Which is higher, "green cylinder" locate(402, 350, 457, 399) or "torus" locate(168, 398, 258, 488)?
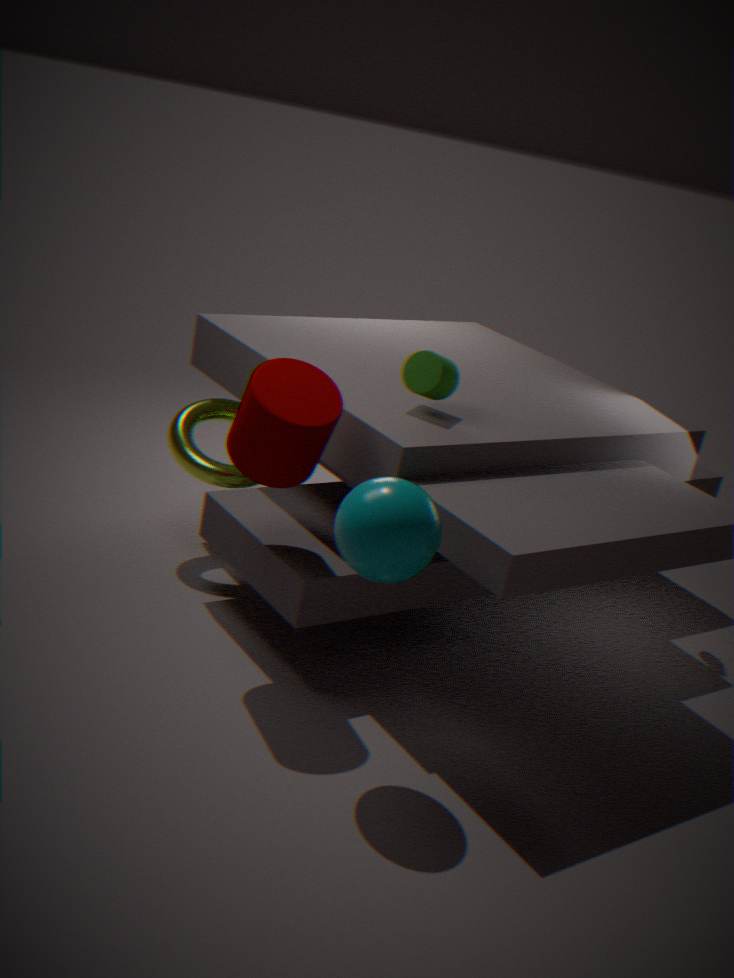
"green cylinder" locate(402, 350, 457, 399)
